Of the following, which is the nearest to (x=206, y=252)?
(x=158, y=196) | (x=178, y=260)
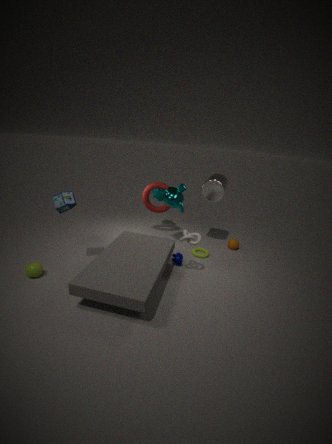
(x=178, y=260)
